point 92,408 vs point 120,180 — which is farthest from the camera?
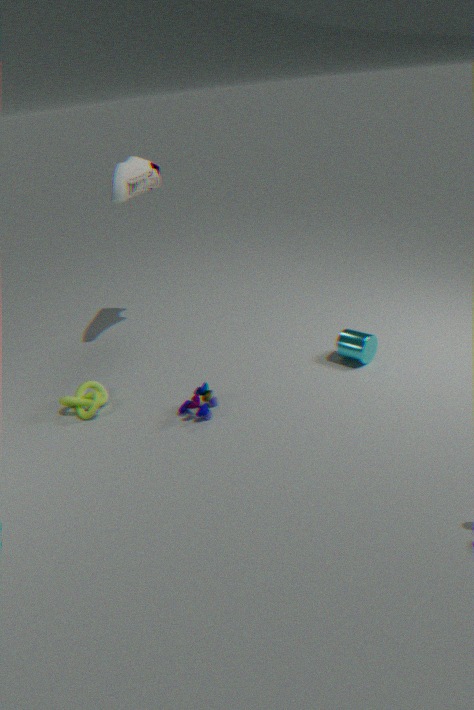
point 120,180
